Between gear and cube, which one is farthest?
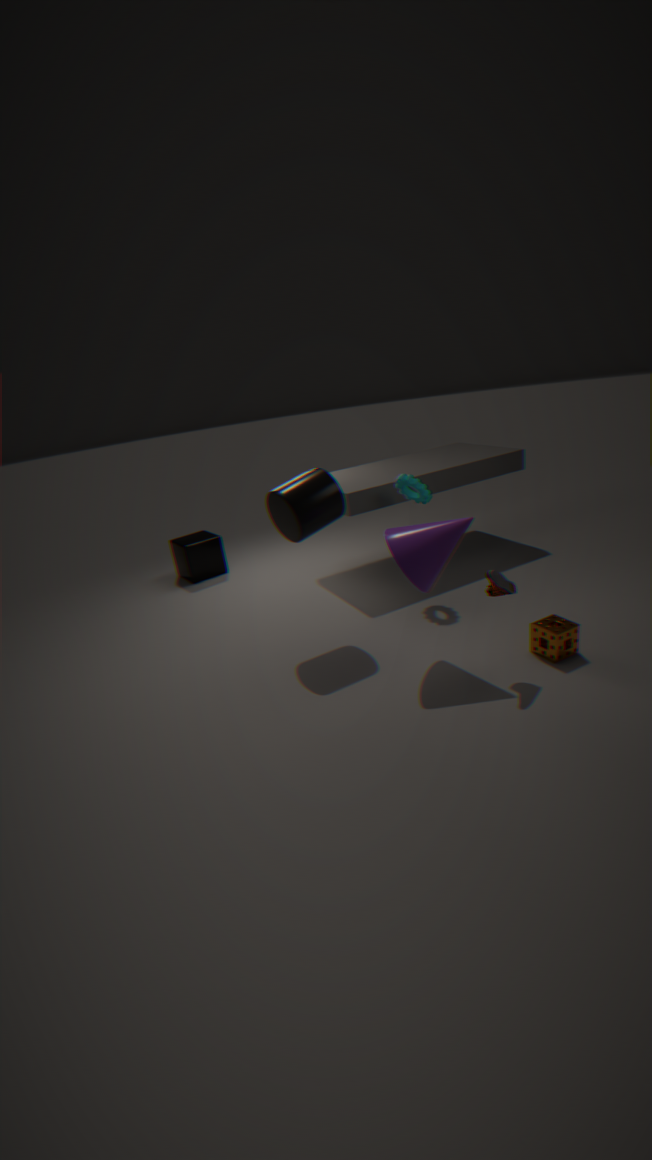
cube
